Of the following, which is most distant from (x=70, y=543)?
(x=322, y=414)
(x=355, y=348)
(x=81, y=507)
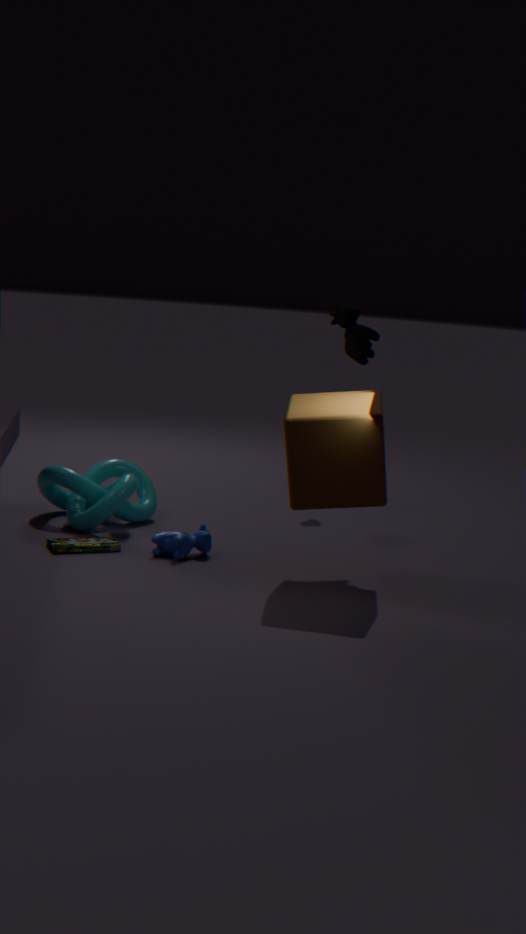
(x=355, y=348)
